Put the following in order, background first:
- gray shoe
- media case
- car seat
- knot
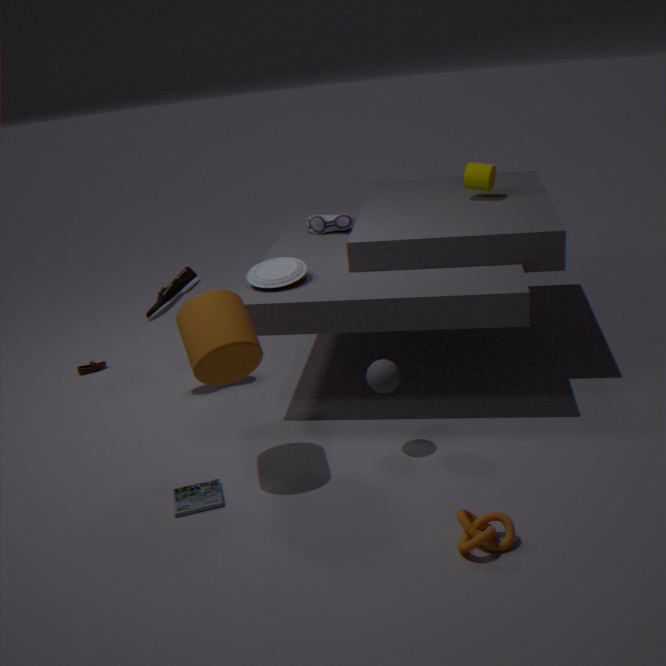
gray shoe
car seat
media case
knot
